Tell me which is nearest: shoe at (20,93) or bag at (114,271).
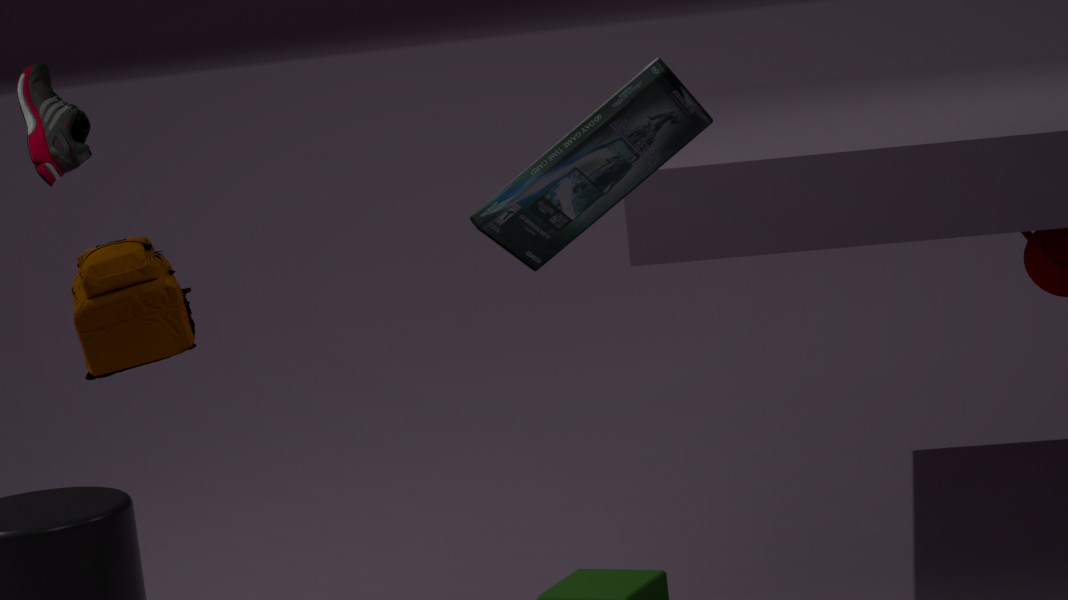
bag at (114,271)
